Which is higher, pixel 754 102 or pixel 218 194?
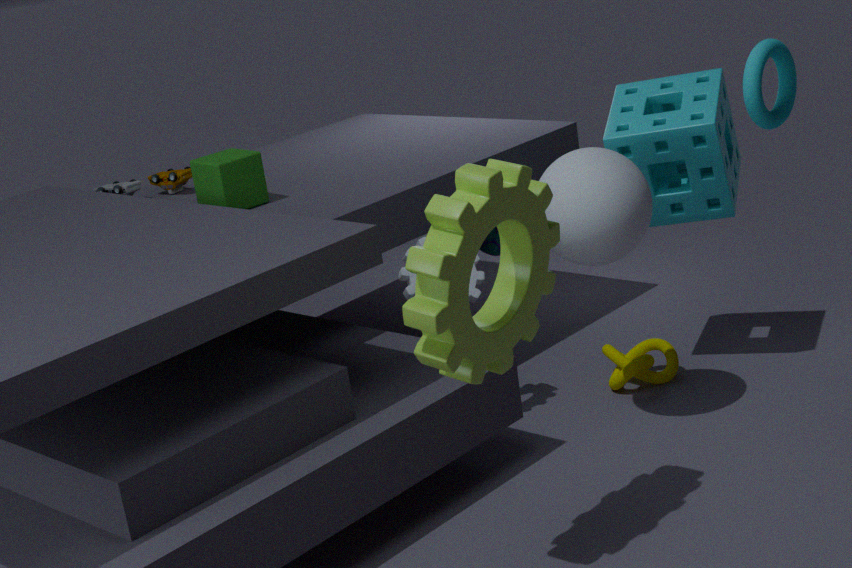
pixel 754 102
